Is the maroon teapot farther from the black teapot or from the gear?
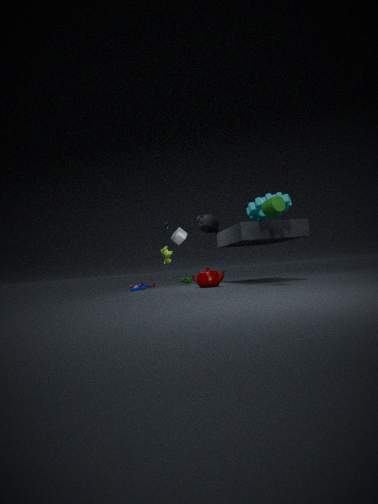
the black teapot
